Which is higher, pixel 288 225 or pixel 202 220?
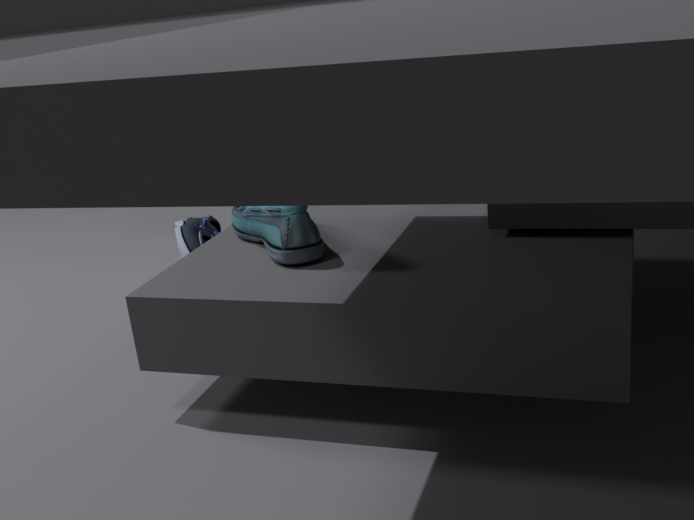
pixel 288 225
